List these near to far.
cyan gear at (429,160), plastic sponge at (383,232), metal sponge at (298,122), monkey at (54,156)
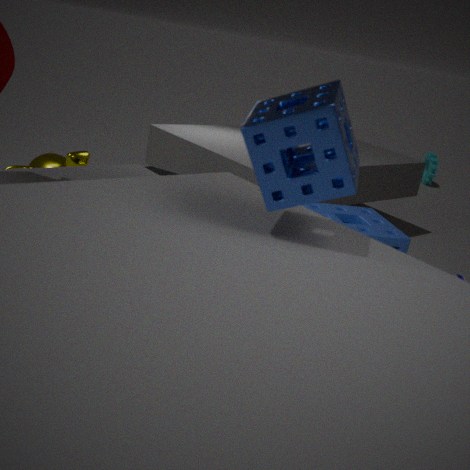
metal sponge at (298,122)
plastic sponge at (383,232)
monkey at (54,156)
cyan gear at (429,160)
